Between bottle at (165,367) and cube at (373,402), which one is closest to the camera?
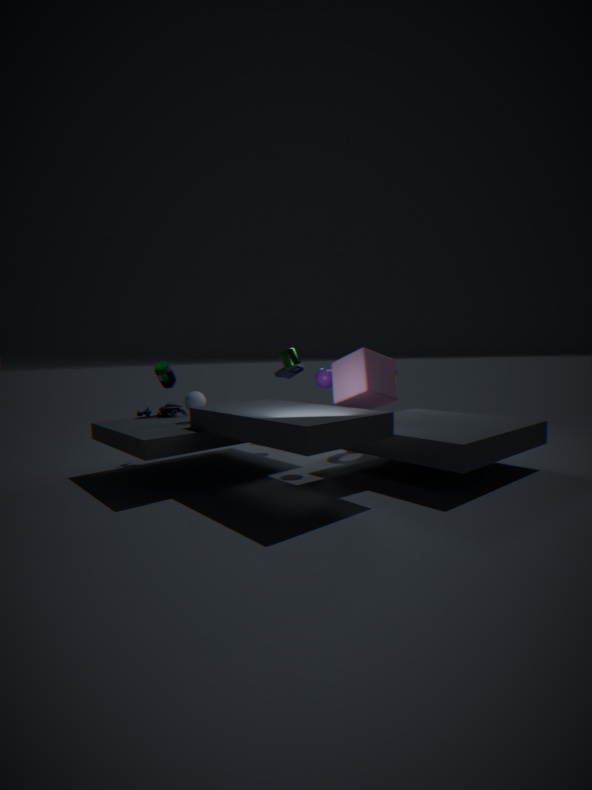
cube at (373,402)
